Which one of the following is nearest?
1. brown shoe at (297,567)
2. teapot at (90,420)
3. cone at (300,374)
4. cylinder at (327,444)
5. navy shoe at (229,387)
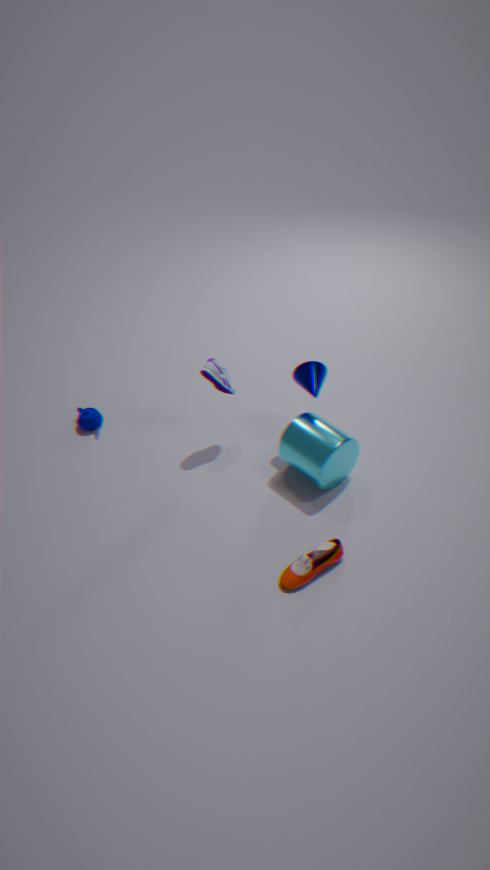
brown shoe at (297,567)
